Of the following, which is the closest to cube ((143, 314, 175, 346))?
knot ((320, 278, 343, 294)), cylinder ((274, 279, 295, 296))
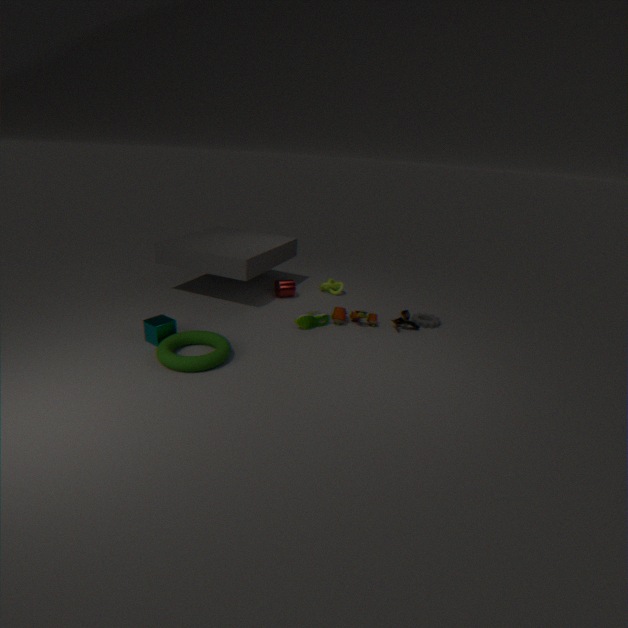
cylinder ((274, 279, 295, 296))
